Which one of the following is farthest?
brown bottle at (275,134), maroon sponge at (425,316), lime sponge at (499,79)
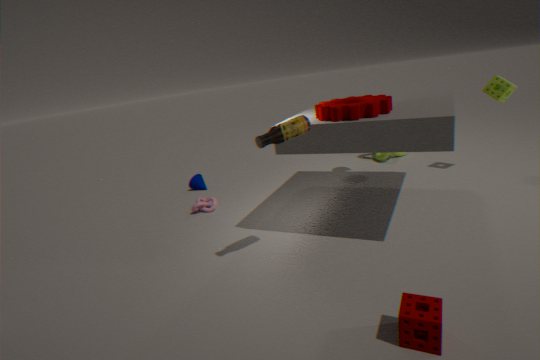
lime sponge at (499,79)
